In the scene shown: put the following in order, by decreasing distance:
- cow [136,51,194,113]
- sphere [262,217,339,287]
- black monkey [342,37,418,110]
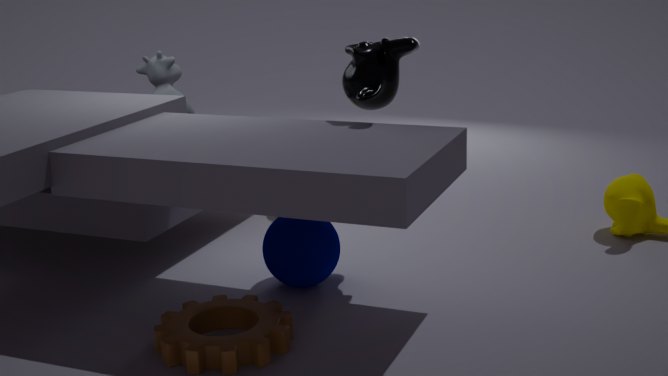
cow [136,51,194,113]
sphere [262,217,339,287]
black monkey [342,37,418,110]
